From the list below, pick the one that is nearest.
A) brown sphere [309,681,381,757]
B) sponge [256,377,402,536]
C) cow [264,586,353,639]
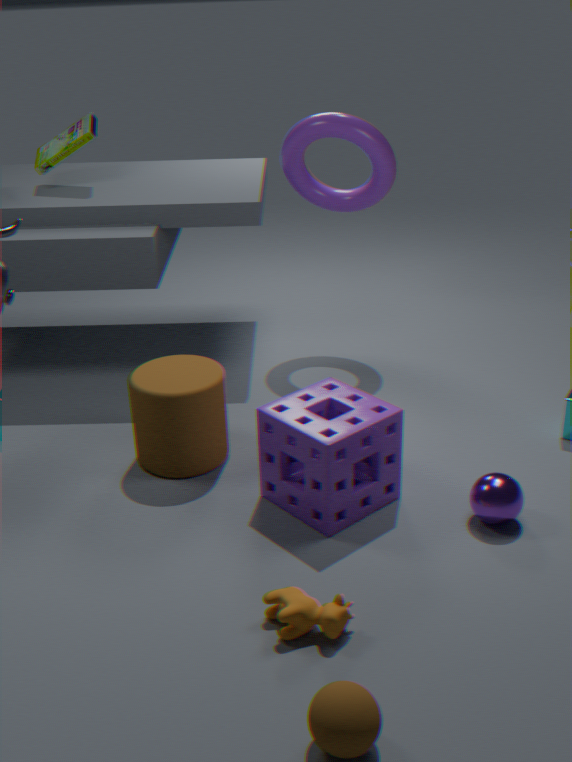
brown sphere [309,681,381,757]
